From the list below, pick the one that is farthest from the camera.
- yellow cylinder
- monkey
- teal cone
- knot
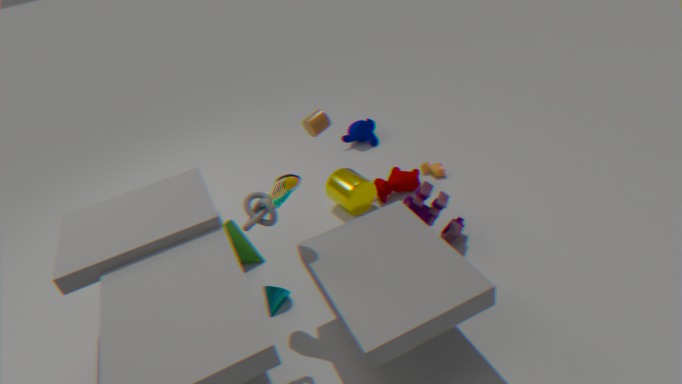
monkey
